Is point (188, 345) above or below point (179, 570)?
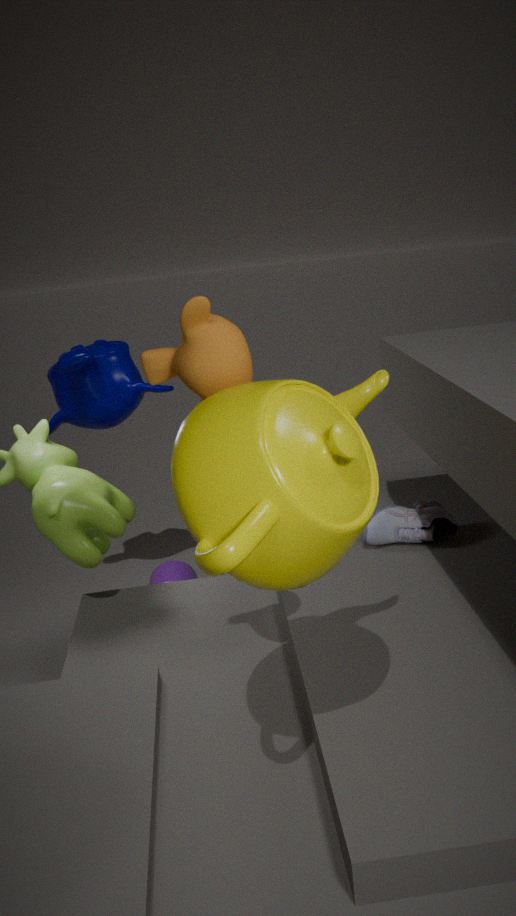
above
